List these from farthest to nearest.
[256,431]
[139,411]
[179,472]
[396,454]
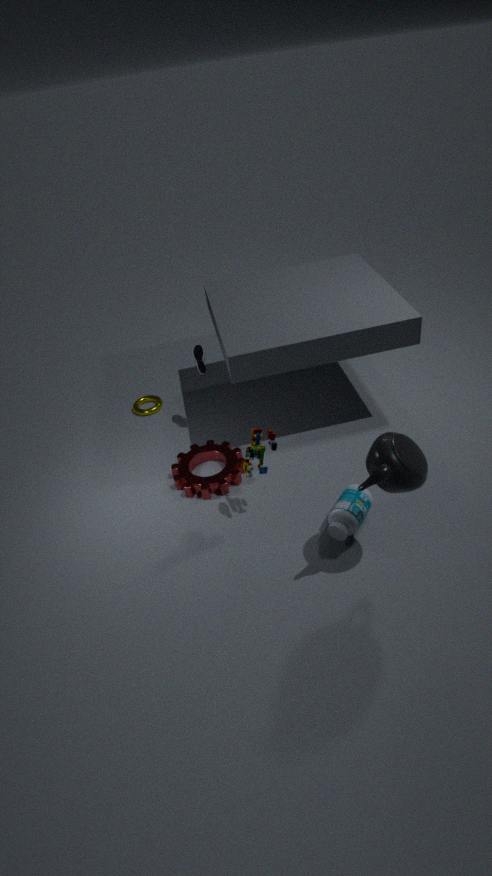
1. [139,411]
2. [179,472]
3. [256,431]
4. [396,454]
